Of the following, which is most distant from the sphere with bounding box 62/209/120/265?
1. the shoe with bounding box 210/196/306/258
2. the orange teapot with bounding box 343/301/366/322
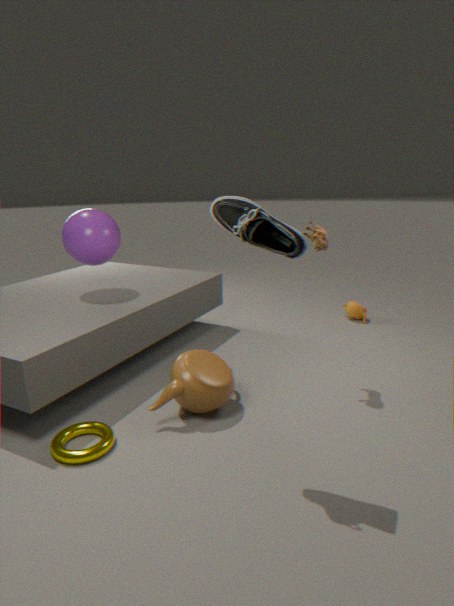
the orange teapot with bounding box 343/301/366/322
